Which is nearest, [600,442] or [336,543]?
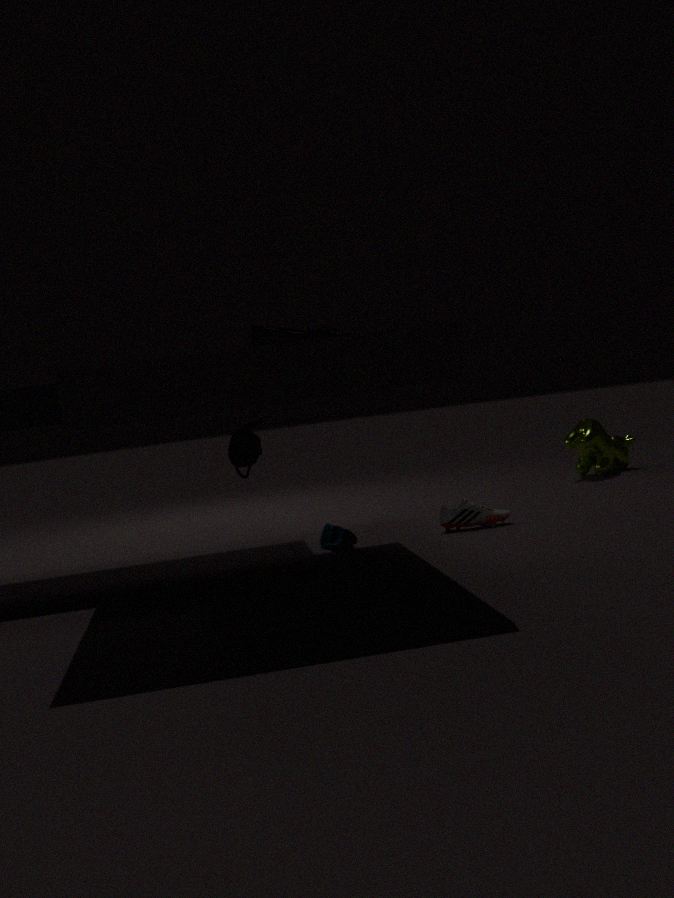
[336,543]
